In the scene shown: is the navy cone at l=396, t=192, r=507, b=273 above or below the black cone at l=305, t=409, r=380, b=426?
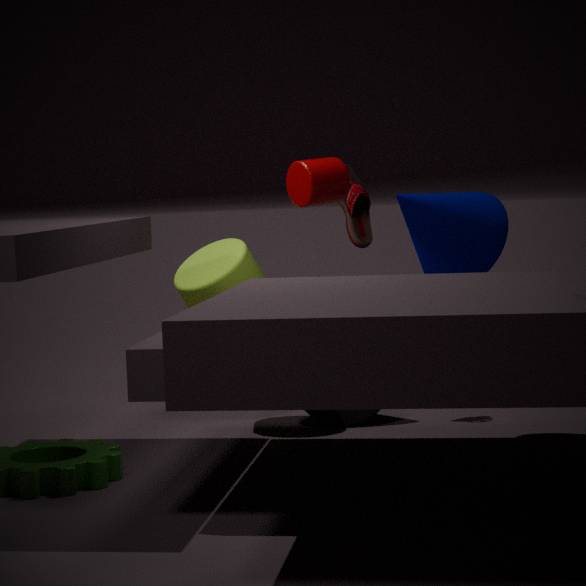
above
